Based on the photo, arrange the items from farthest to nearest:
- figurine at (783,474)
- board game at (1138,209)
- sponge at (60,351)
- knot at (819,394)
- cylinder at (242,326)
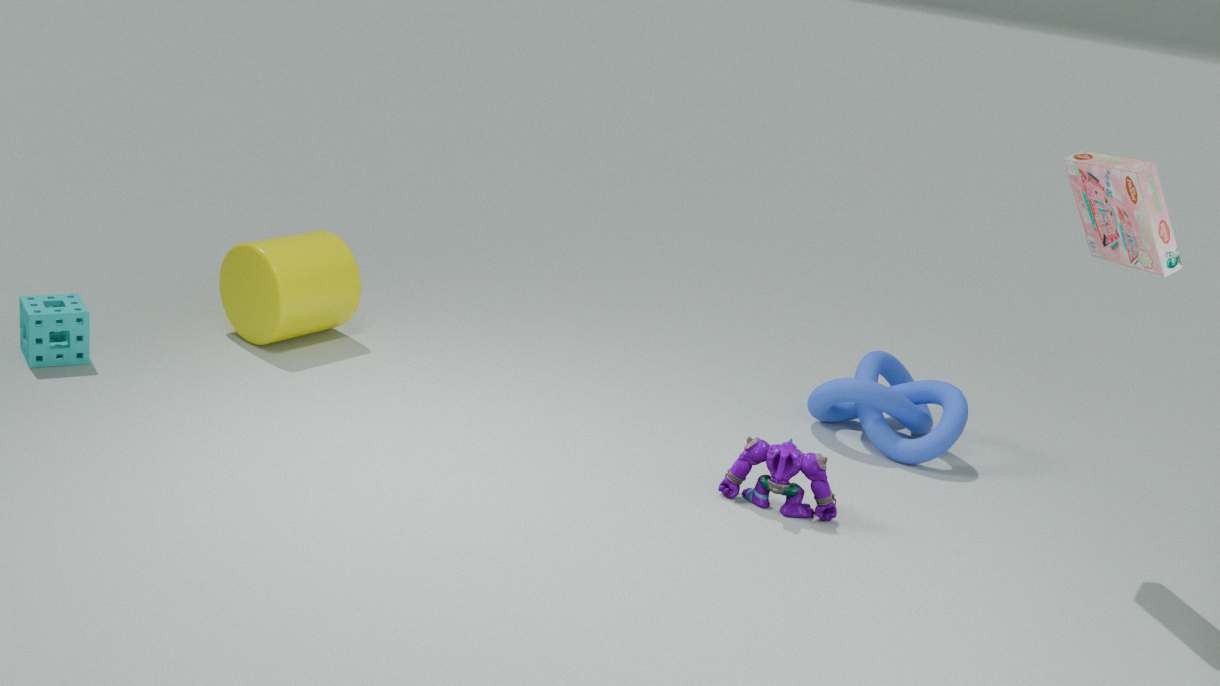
1. cylinder at (242,326)
2. knot at (819,394)
3. sponge at (60,351)
4. figurine at (783,474)
5. board game at (1138,209)
